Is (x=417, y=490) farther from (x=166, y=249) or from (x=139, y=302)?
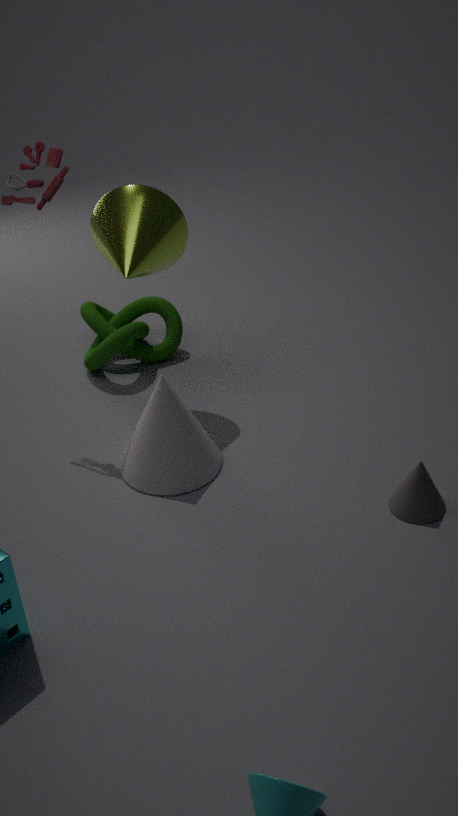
(x=139, y=302)
